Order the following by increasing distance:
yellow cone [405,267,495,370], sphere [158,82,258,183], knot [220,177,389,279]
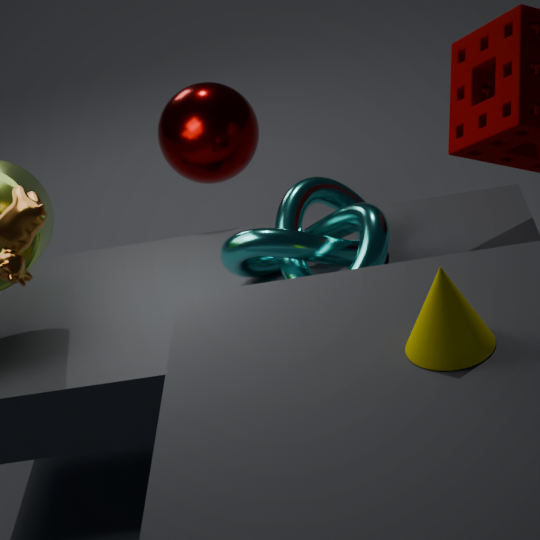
yellow cone [405,267,495,370] → knot [220,177,389,279] → sphere [158,82,258,183]
